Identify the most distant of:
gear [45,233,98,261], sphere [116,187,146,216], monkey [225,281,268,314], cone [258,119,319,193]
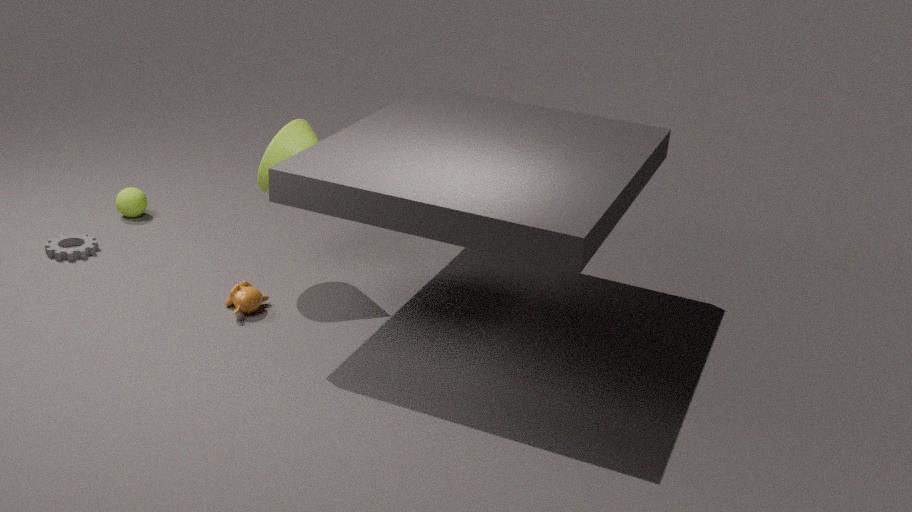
sphere [116,187,146,216]
